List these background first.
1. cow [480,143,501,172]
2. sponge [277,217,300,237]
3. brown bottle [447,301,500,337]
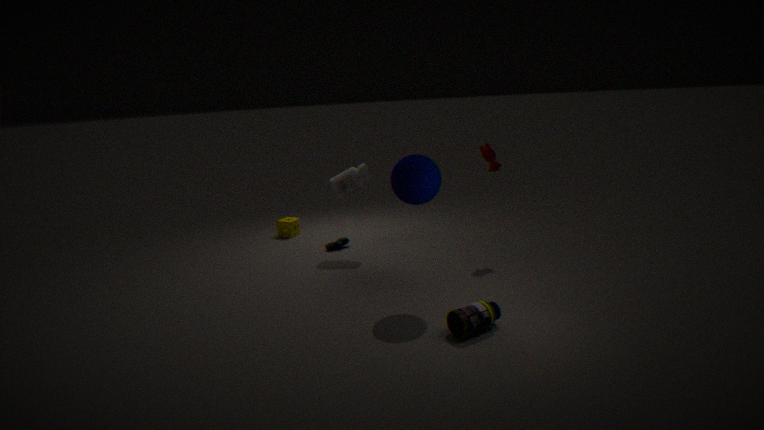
sponge [277,217,300,237]
cow [480,143,501,172]
brown bottle [447,301,500,337]
